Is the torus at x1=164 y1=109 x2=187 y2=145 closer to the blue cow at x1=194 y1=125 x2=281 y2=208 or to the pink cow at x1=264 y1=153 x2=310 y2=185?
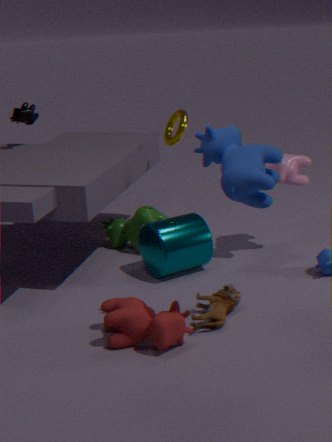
the pink cow at x1=264 y1=153 x2=310 y2=185
